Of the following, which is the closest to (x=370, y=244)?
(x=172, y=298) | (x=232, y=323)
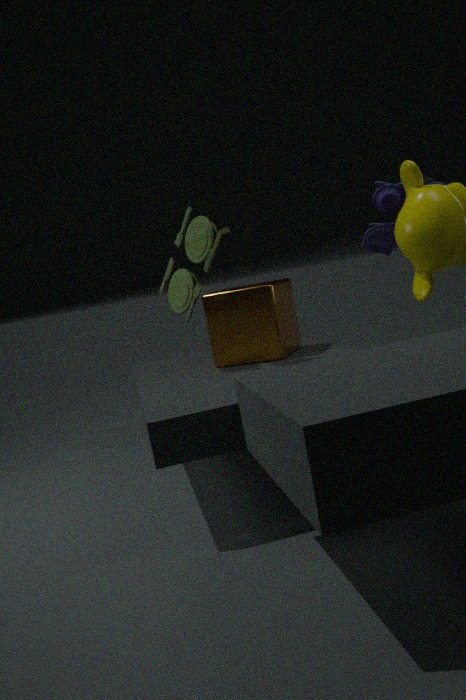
(x=232, y=323)
